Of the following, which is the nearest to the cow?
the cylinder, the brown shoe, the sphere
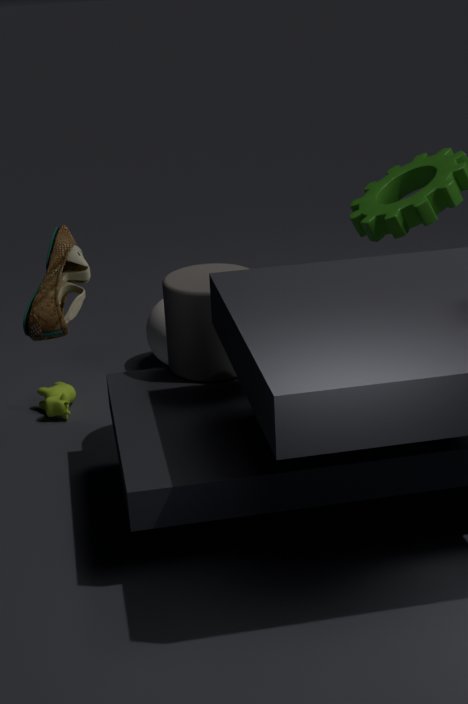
the sphere
